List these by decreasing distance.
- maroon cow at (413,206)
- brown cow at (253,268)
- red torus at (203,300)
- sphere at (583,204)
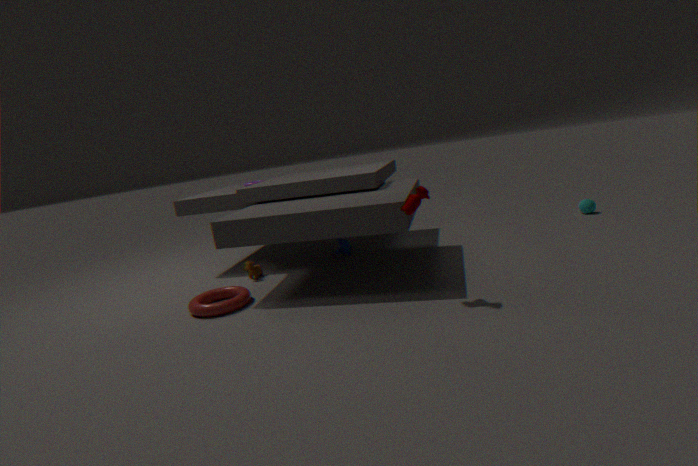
sphere at (583,204), brown cow at (253,268), red torus at (203,300), maroon cow at (413,206)
